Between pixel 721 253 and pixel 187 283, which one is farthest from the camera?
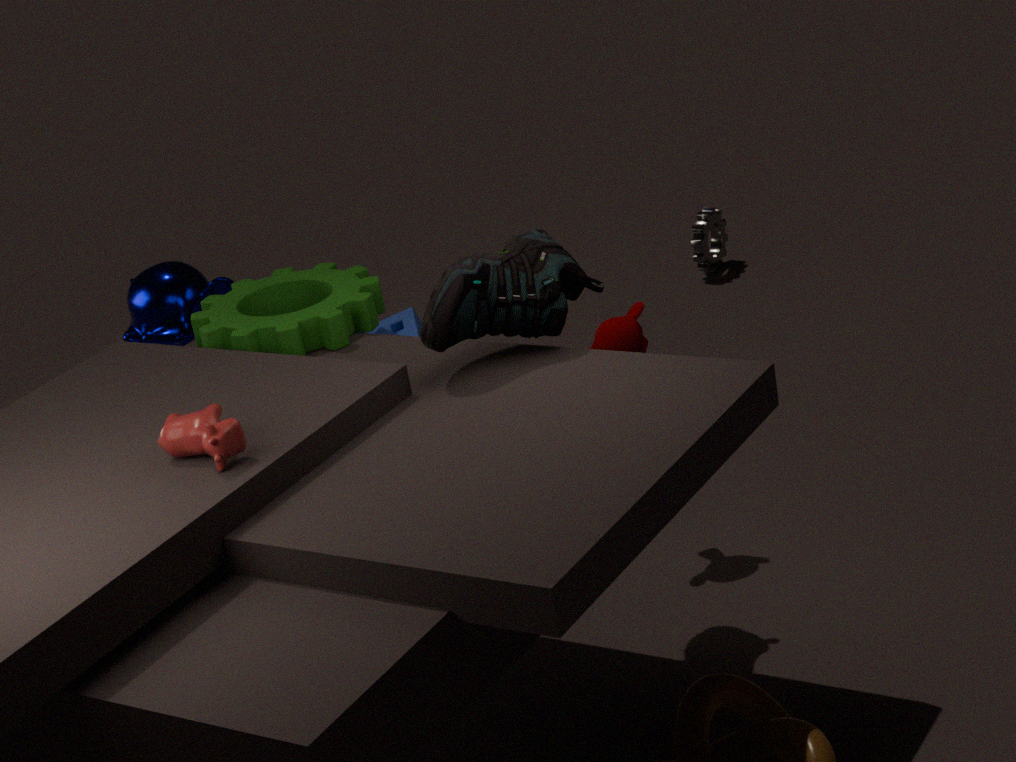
pixel 721 253
